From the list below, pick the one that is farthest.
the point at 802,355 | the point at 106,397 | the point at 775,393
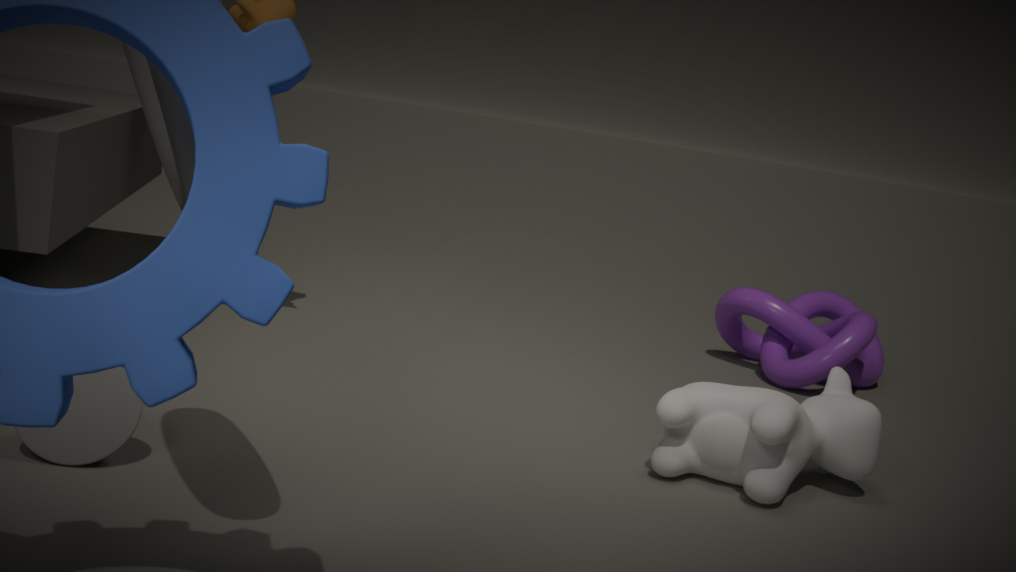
the point at 802,355
